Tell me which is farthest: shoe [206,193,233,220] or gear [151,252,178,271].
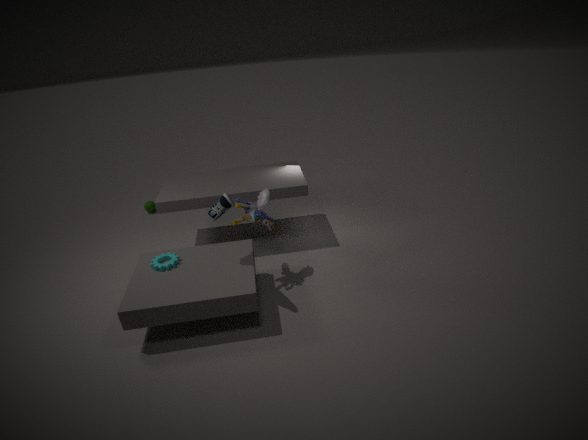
gear [151,252,178,271]
